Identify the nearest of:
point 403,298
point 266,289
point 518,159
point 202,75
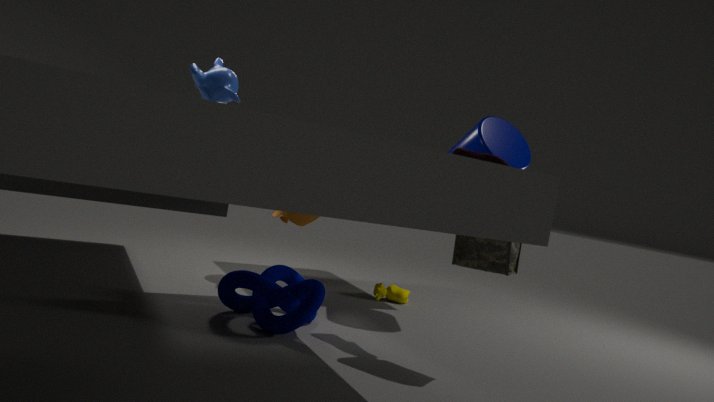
point 202,75
